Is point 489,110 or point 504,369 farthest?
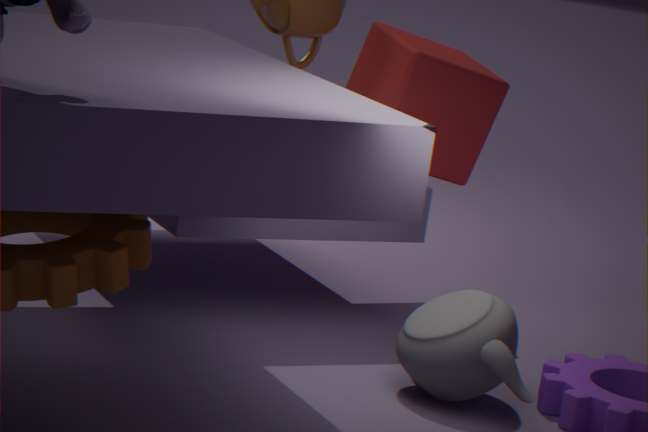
point 489,110
